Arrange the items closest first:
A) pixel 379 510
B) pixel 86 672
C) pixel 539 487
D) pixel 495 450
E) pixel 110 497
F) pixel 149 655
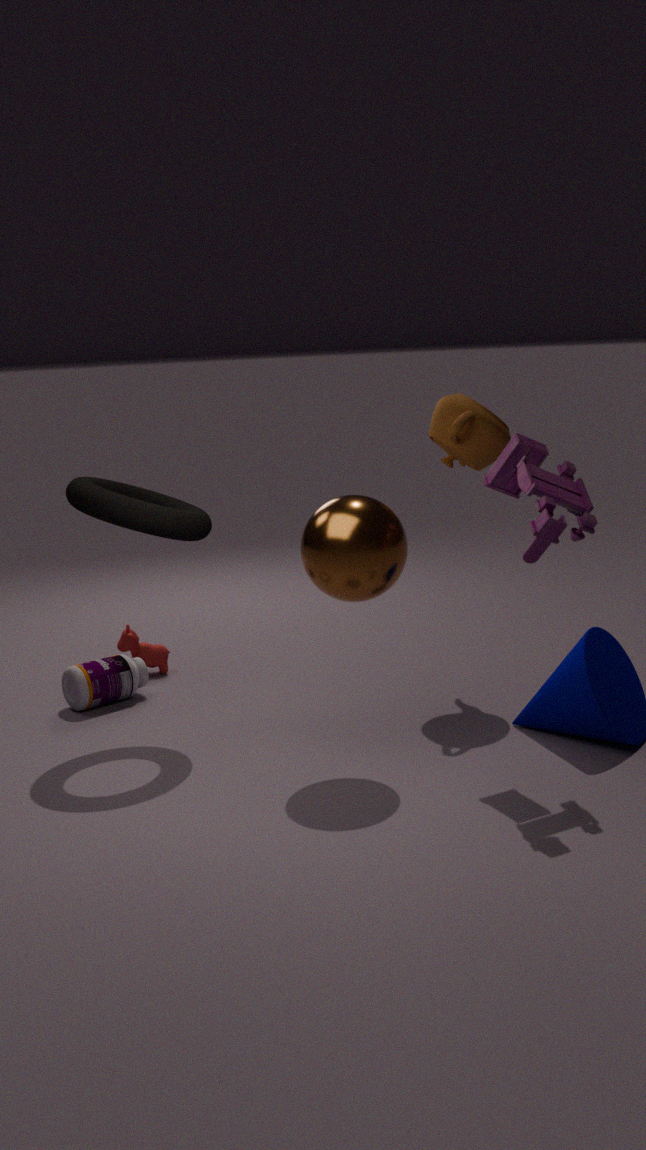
1. pixel 539 487
2. pixel 379 510
3. pixel 110 497
4. pixel 495 450
5. pixel 86 672
6. pixel 149 655
